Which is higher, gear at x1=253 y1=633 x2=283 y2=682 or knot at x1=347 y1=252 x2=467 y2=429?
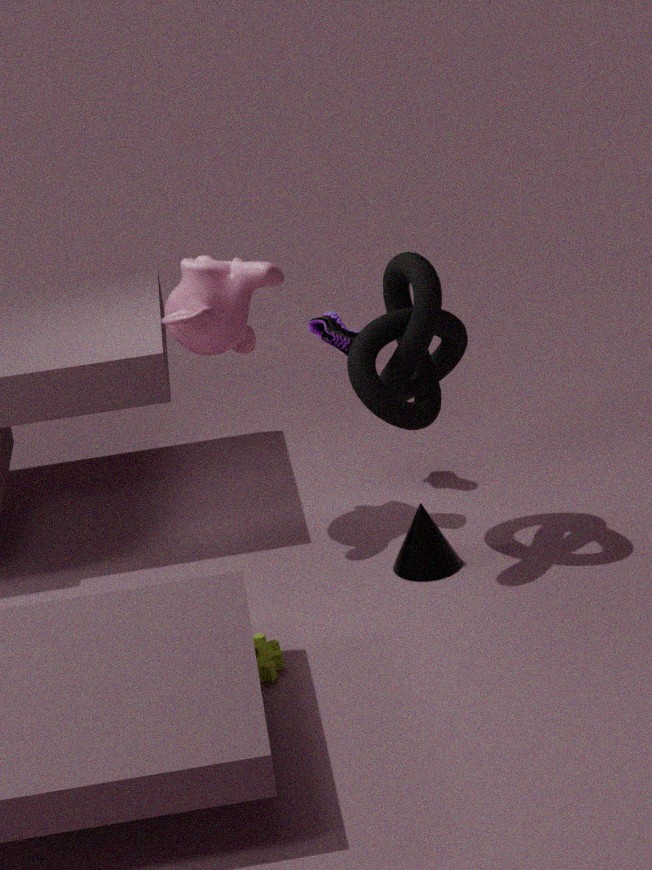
knot at x1=347 y1=252 x2=467 y2=429
